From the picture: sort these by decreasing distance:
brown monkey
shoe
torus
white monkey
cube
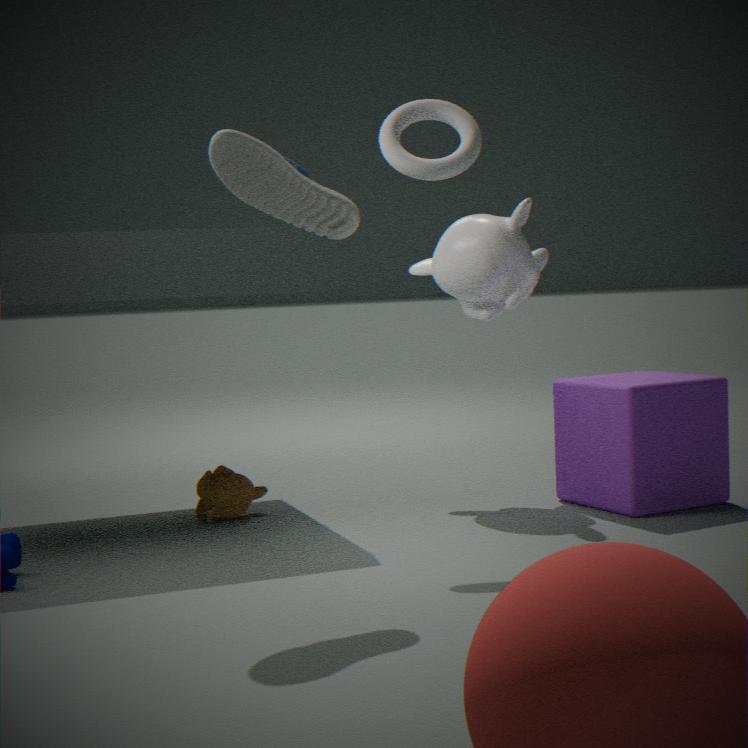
white monkey → brown monkey → cube → torus → shoe
